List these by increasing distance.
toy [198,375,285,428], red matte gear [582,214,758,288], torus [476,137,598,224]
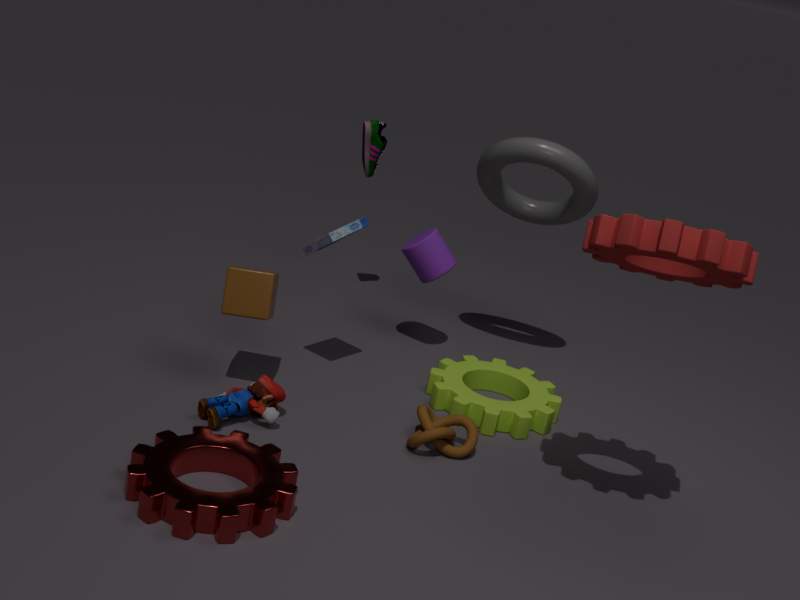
red matte gear [582,214,758,288] < toy [198,375,285,428] < torus [476,137,598,224]
